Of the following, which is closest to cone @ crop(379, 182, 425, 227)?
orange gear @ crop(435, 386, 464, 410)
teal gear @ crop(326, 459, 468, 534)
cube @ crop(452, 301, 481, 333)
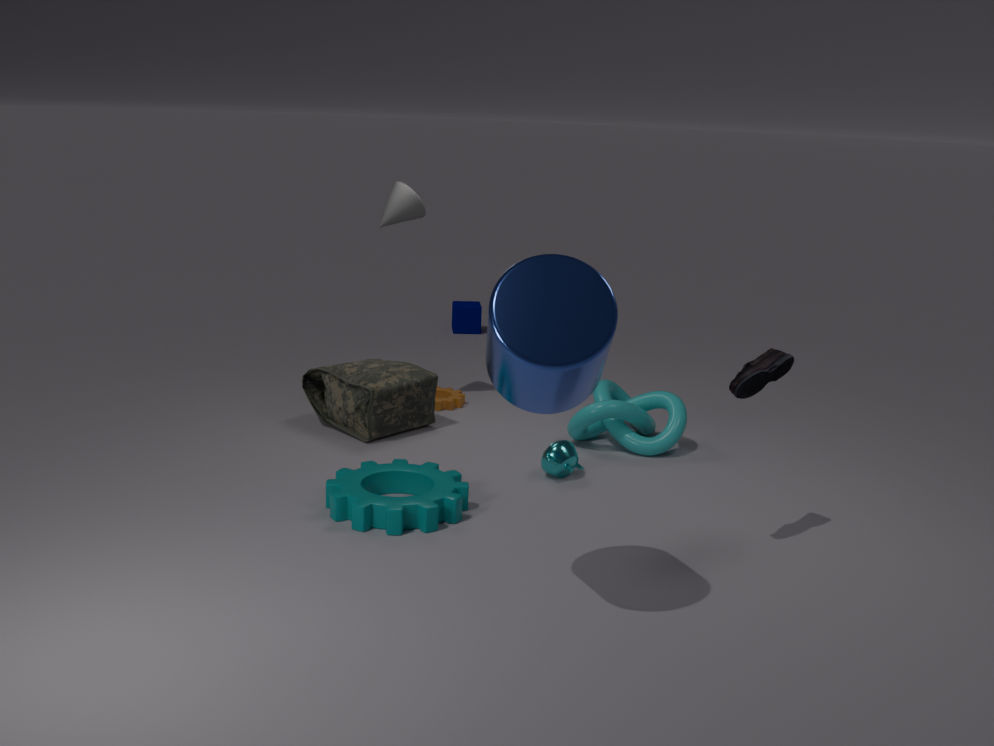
orange gear @ crop(435, 386, 464, 410)
